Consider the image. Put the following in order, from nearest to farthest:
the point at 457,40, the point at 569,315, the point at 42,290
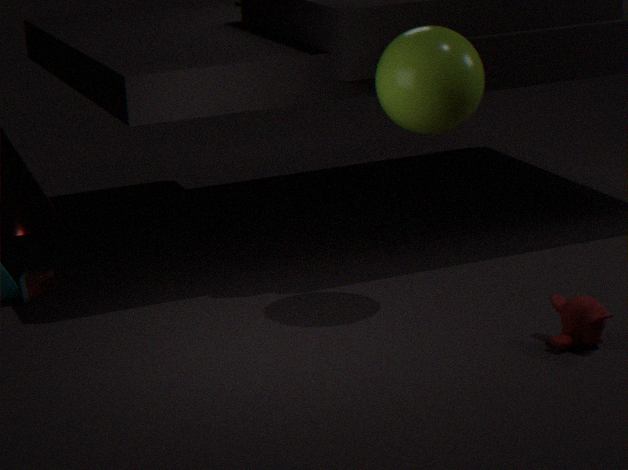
1. the point at 569,315
2. the point at 457,40
3. the point at 42,290
